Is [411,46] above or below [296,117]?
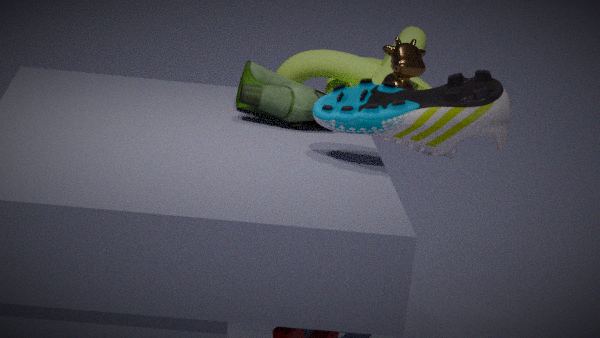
above
